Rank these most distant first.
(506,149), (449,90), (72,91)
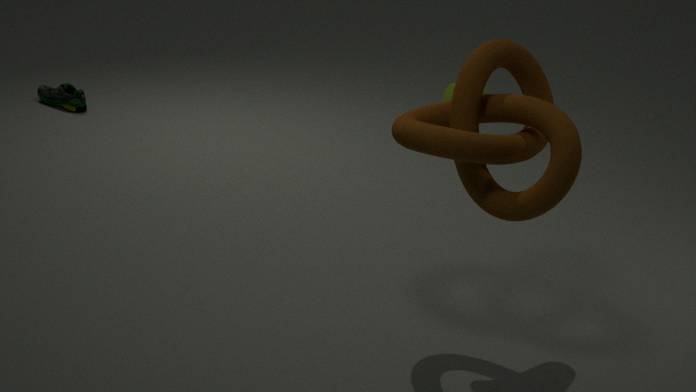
(449,90), (72,91), (506,149)
